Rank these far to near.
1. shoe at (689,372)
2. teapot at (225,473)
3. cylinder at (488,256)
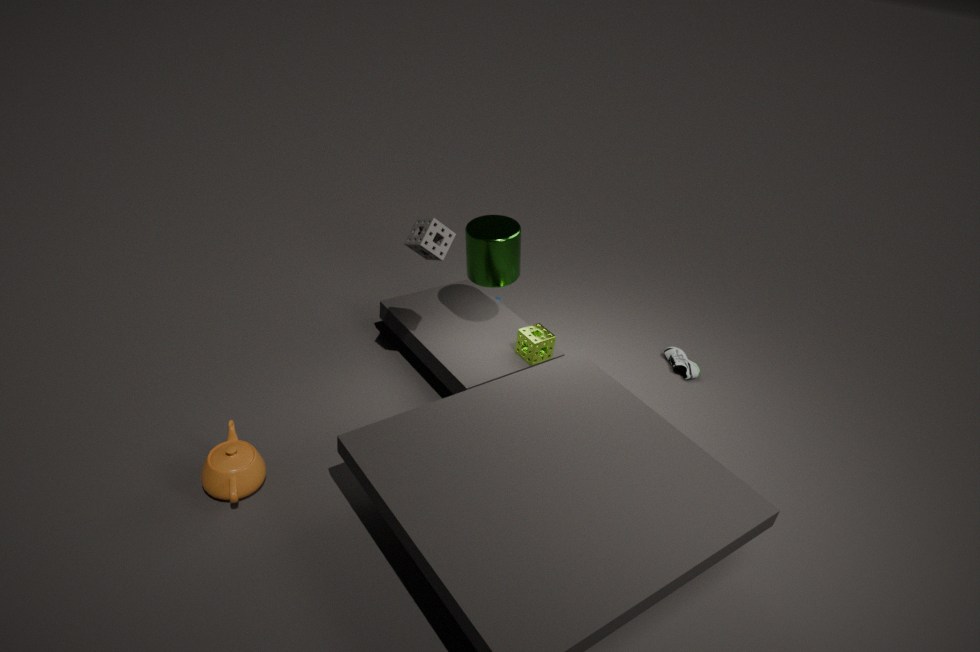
shoe at (689,372) → cylinder at (488,256) → teapot at (225,473)
